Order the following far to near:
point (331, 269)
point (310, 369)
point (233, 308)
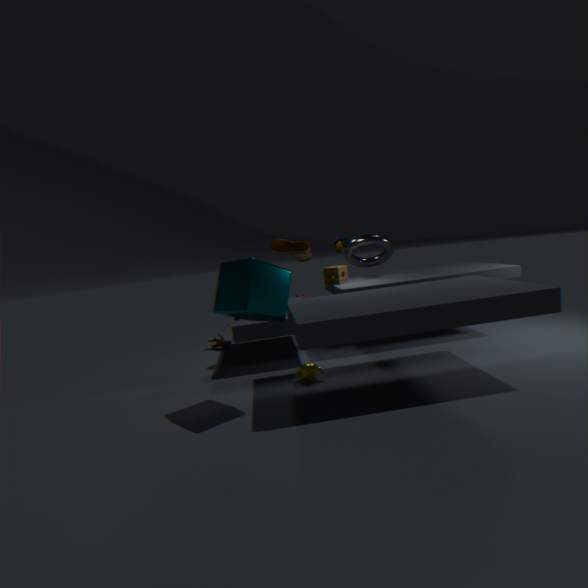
point (331, 269)
point (310, 369)
point (233, 308)
